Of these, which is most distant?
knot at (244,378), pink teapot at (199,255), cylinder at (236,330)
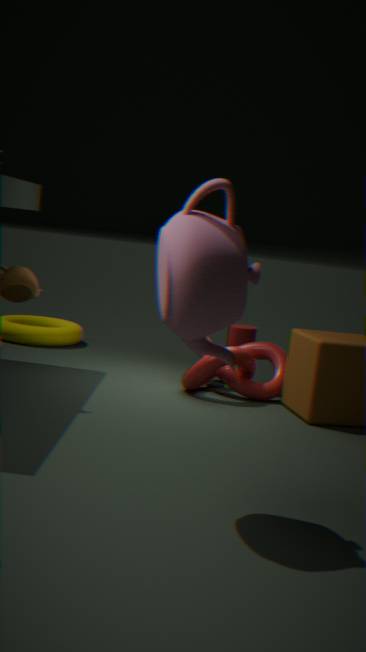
cylinder at (236,330)
